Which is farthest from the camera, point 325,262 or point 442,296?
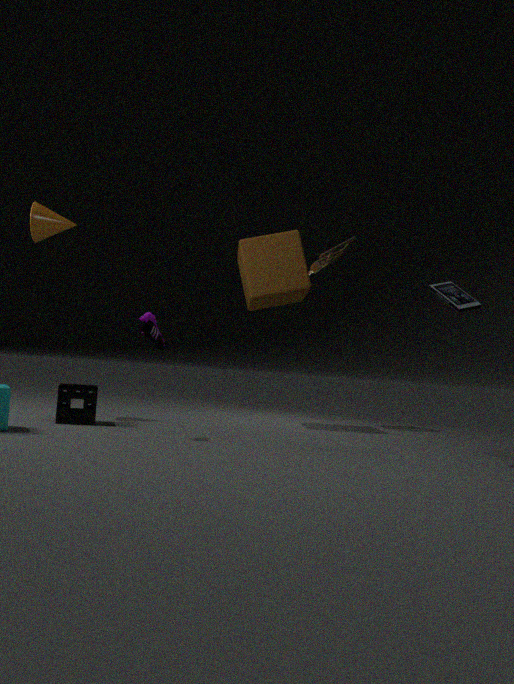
point 325,262
